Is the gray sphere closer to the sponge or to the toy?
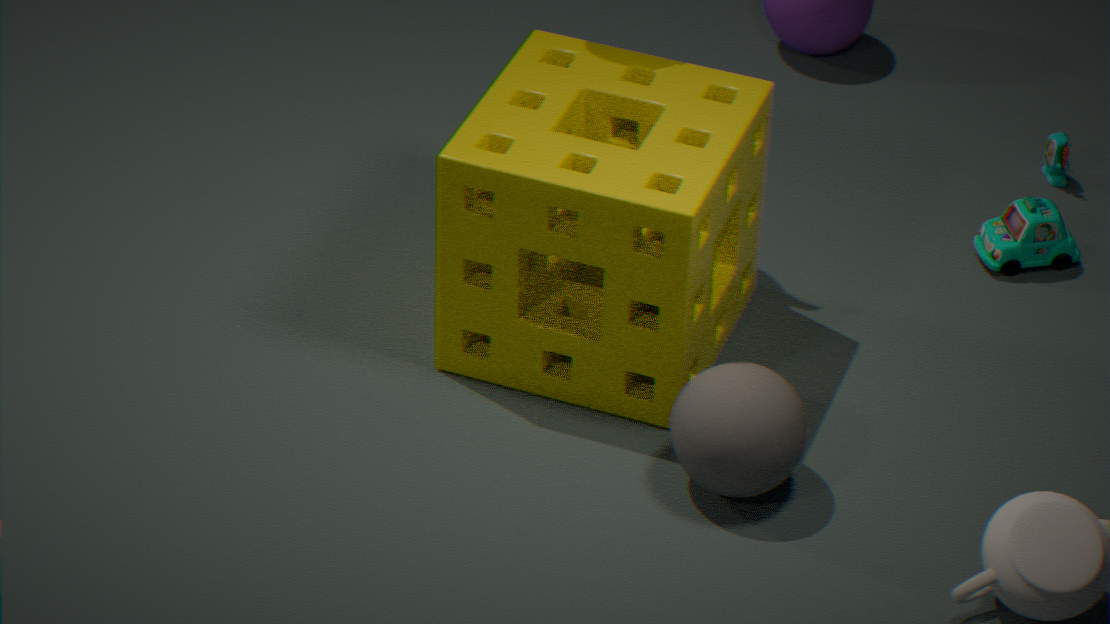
the sponge
